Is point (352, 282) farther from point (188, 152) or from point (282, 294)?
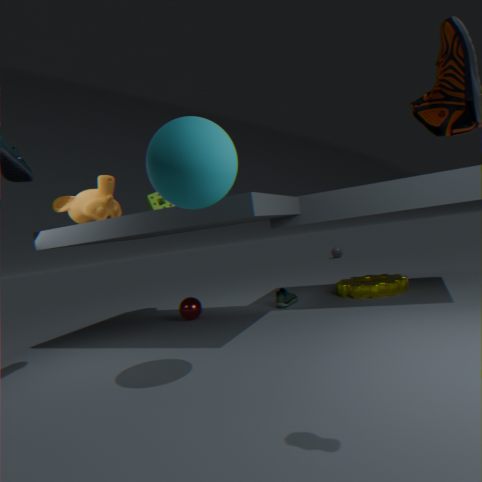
point (188, 152)
